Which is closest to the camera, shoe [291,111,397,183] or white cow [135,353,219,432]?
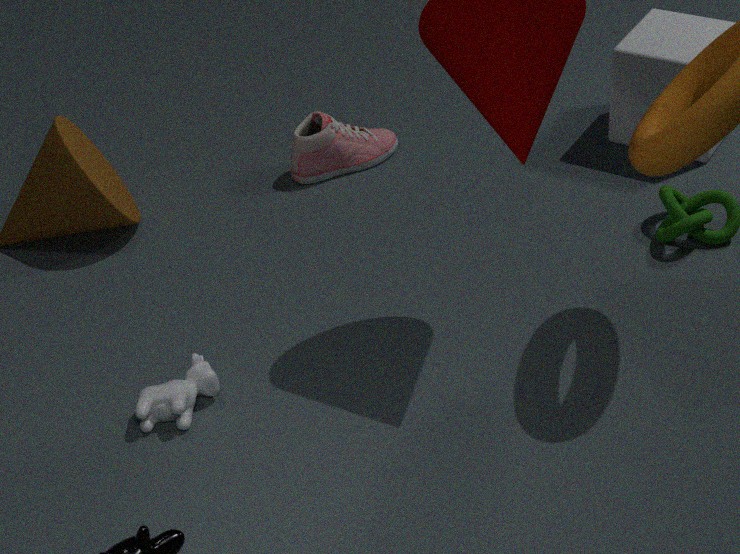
white cow [135,353,219,432]
